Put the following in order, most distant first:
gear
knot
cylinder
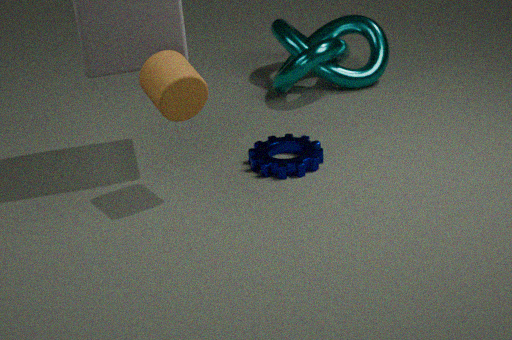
knot
gear
cylinder
